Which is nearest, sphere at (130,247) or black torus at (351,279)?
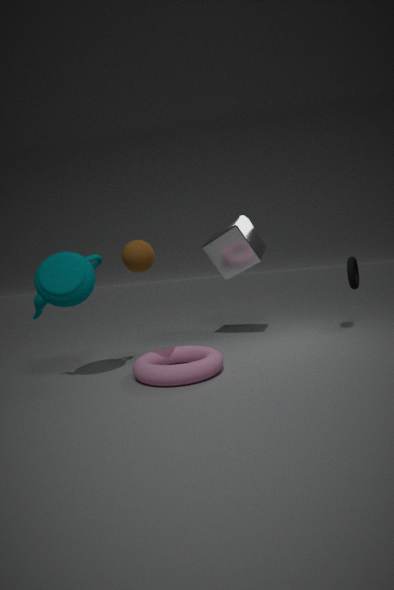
sphere at (130,247)
